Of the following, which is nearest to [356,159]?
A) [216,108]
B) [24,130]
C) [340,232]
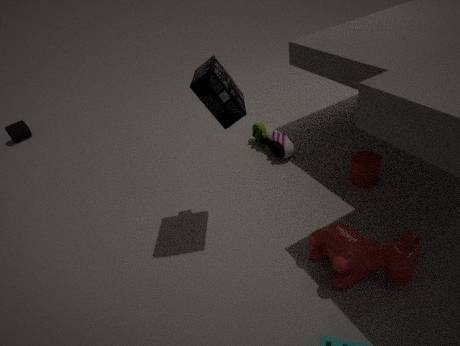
[340,232]
